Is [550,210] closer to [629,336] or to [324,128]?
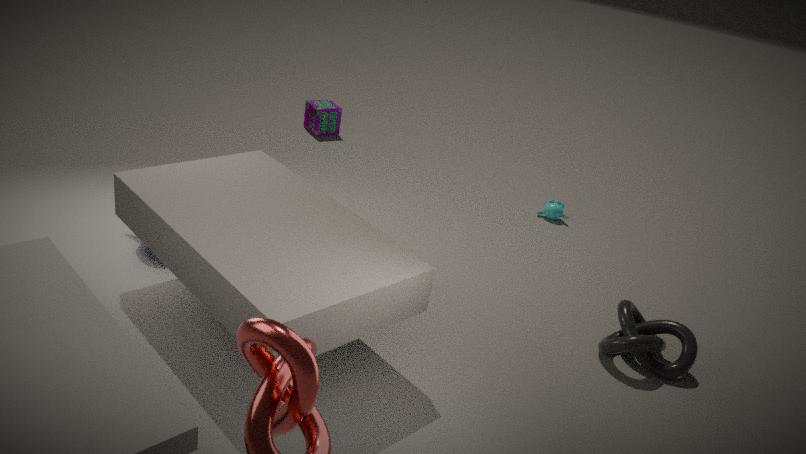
[629,336]
